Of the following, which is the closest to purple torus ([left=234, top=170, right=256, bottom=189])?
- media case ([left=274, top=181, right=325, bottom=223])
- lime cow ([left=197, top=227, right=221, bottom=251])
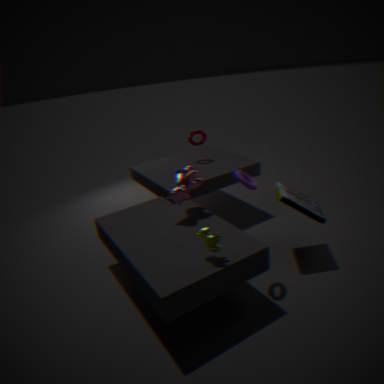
media case ([left=274, top=181, right=325, bottom=223])
